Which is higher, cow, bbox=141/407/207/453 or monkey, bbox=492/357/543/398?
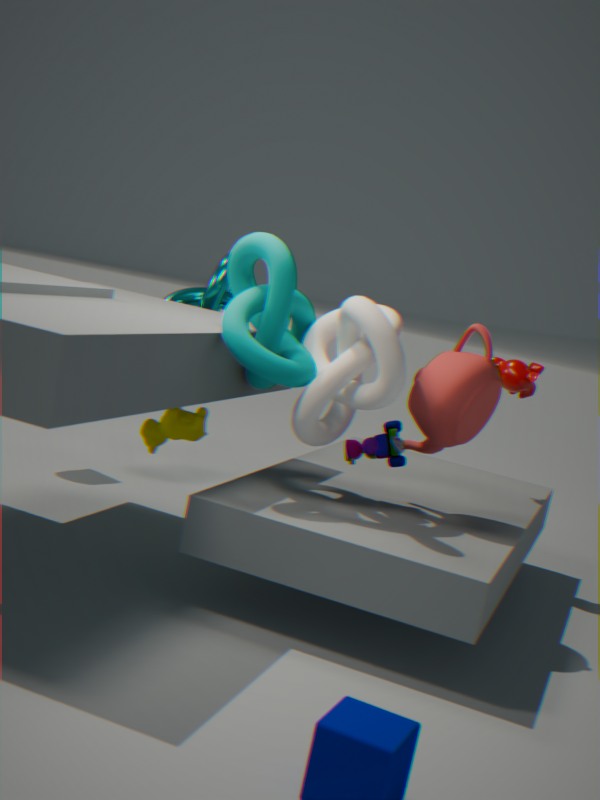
monkey, bbox=492/357/543/398
